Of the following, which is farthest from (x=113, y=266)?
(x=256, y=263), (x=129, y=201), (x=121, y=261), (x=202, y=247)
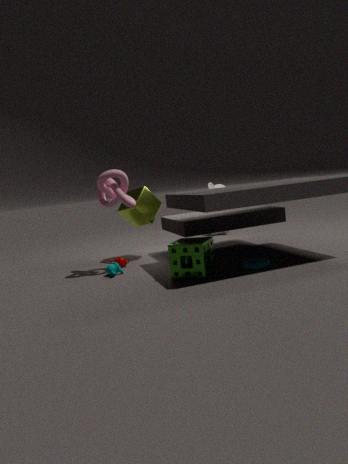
(x=256, y=263)
